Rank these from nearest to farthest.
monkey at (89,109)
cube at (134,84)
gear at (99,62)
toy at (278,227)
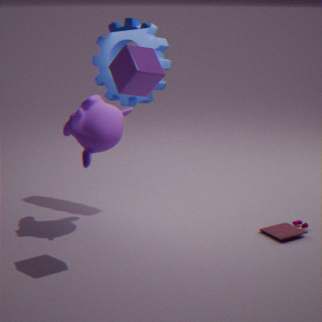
cube at (134,84) < monkey at (89,109) < toy at (278,227) < gear at (99,62)
